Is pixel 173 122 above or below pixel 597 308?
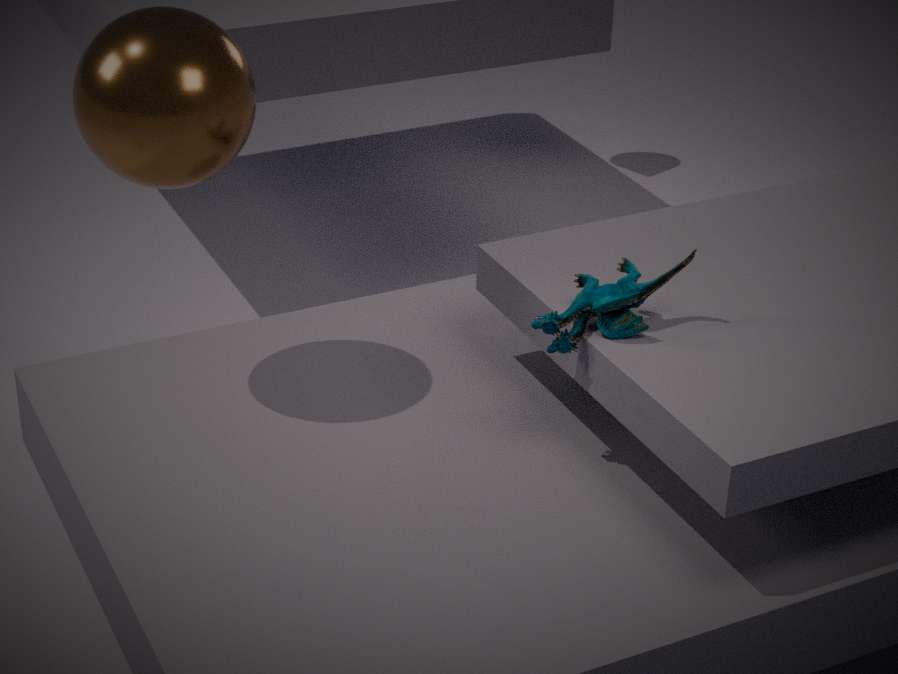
above
